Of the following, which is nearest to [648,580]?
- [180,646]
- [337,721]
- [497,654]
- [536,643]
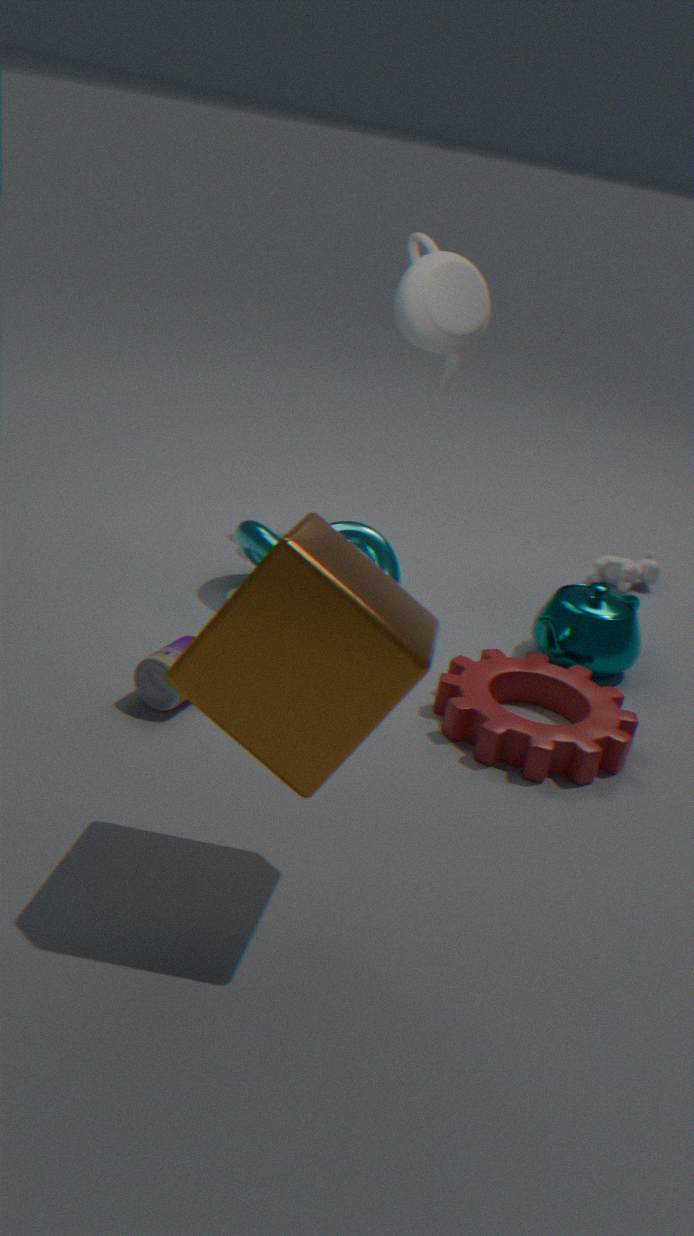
[536,643]
